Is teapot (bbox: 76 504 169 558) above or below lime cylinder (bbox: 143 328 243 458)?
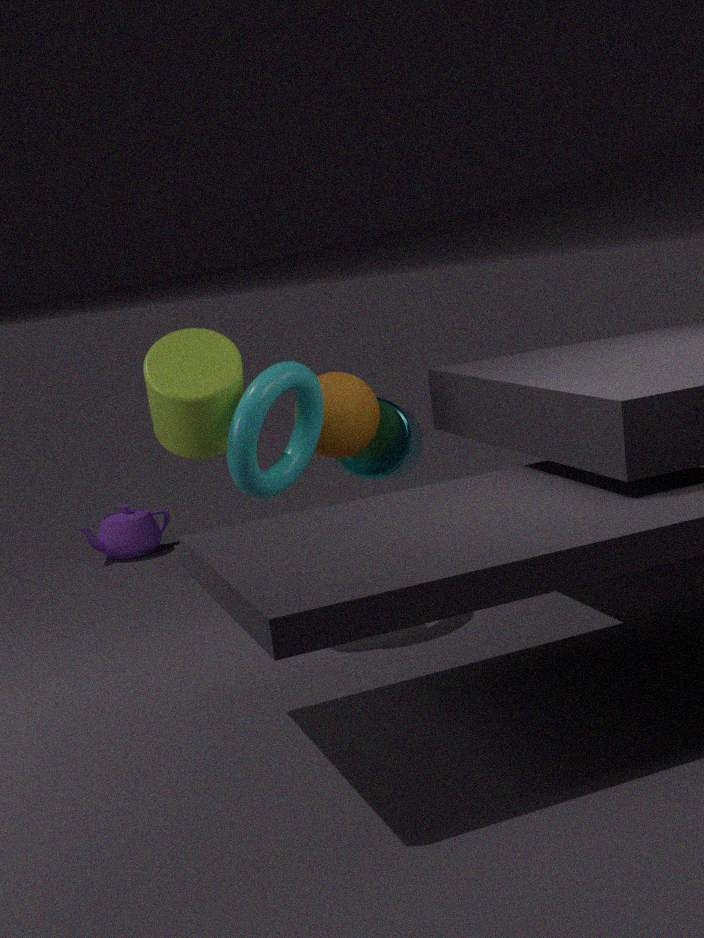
below
